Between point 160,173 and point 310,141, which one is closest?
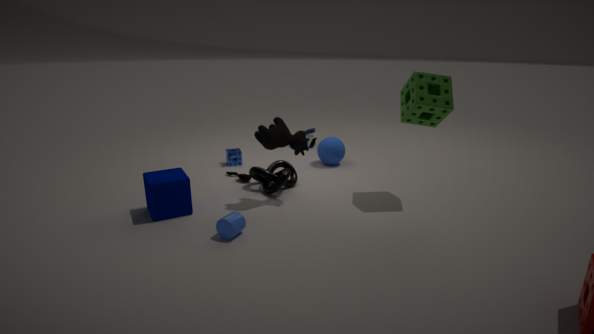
point 160,173
